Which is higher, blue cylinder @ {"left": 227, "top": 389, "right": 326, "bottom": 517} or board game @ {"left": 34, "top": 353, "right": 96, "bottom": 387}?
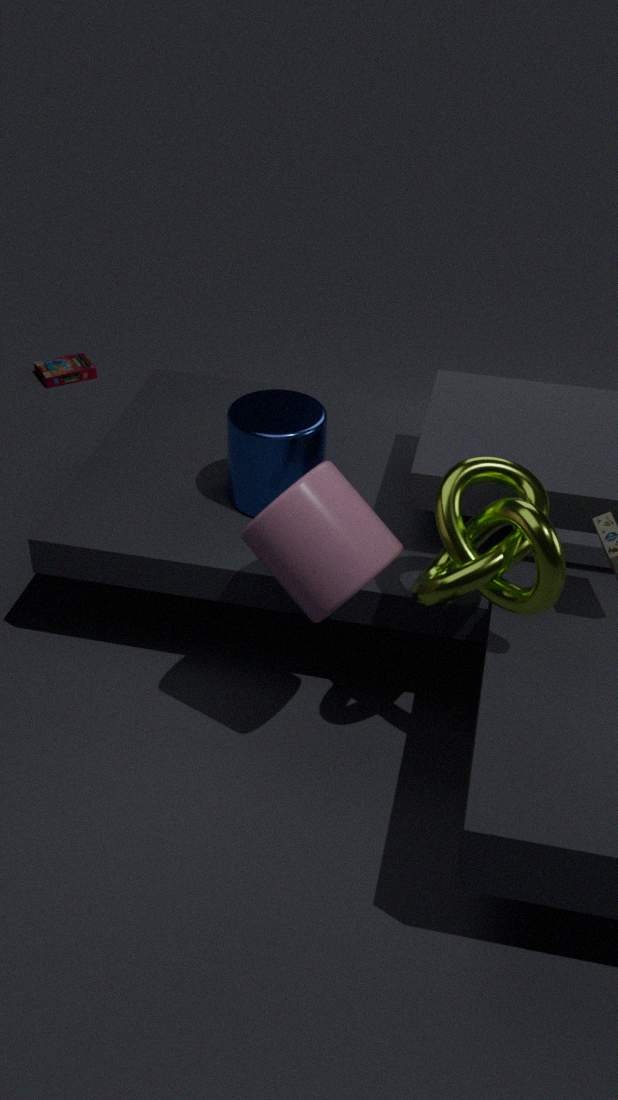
blue cylinder @ {"left": 227, "top": 389, "right": 326, "bottom": 517}
